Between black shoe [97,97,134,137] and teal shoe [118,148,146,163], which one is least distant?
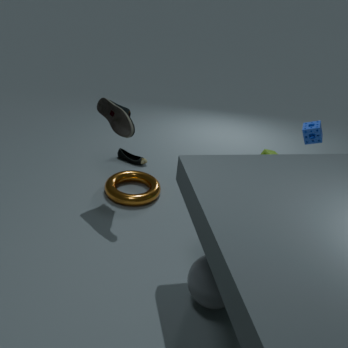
black shoe [97,97,134,137]
